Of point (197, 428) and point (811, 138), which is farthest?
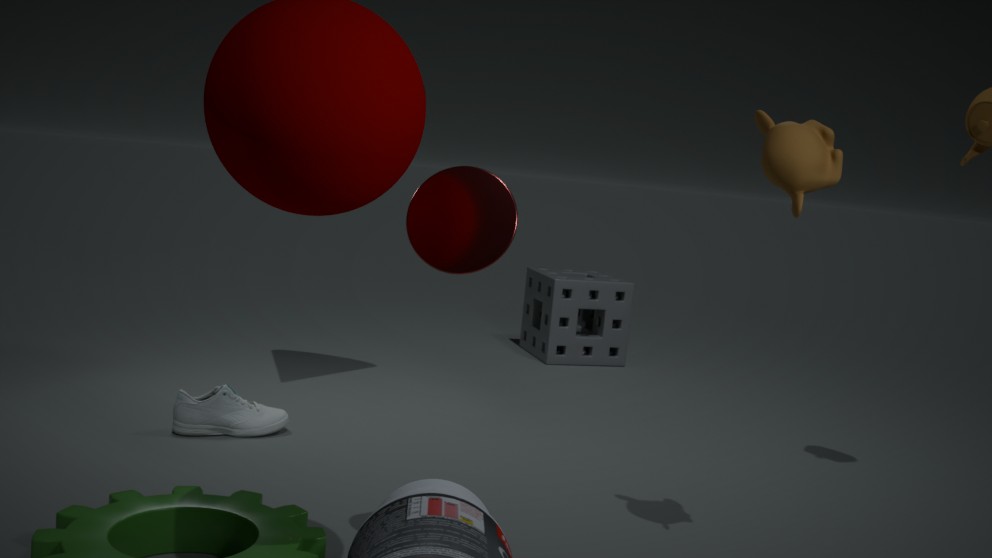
point (197, 428)
